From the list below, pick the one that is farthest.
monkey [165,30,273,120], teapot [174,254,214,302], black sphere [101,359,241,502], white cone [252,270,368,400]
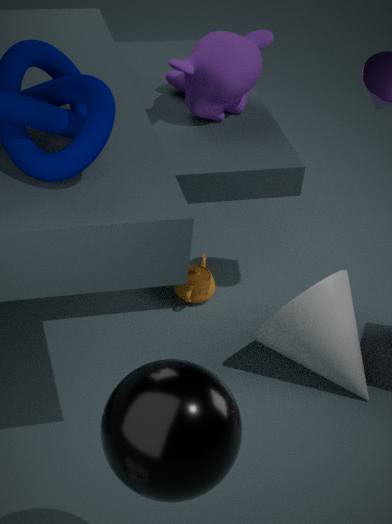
teapot [174,254,214,302]
